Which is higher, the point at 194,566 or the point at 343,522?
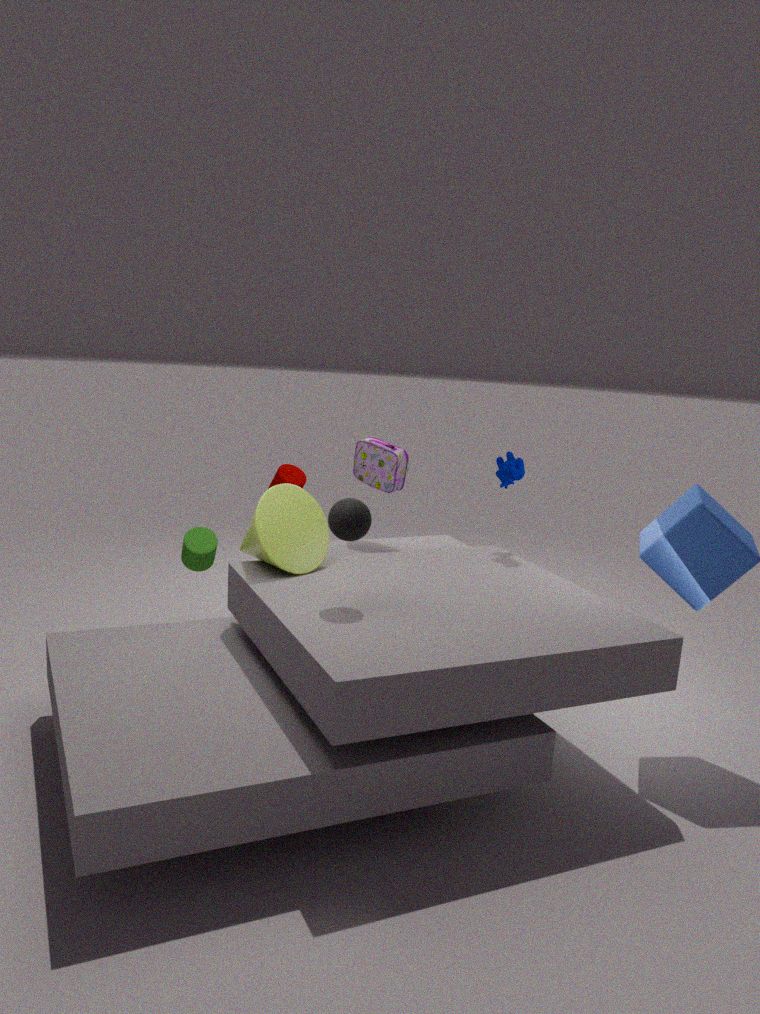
the point at 343,522
